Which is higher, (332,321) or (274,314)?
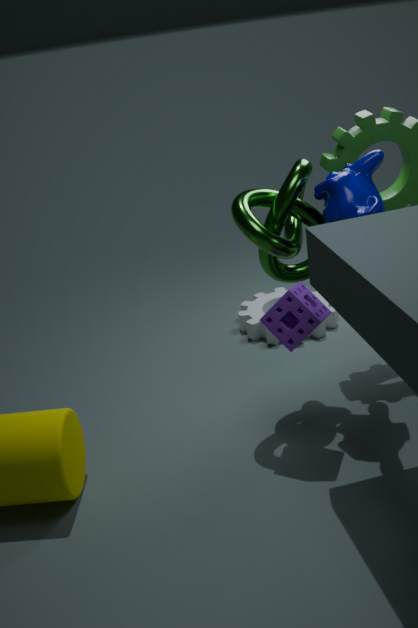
(274,314)
